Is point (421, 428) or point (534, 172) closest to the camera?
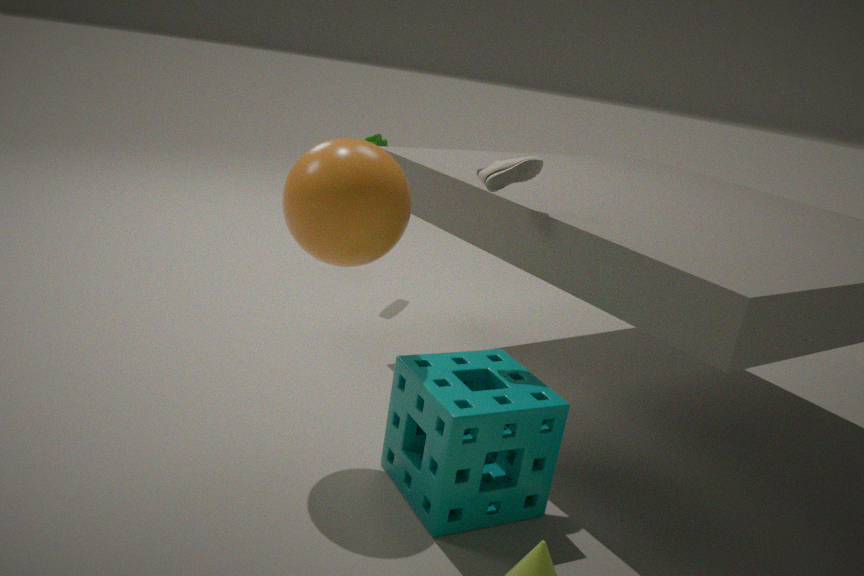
point (421, 428)
